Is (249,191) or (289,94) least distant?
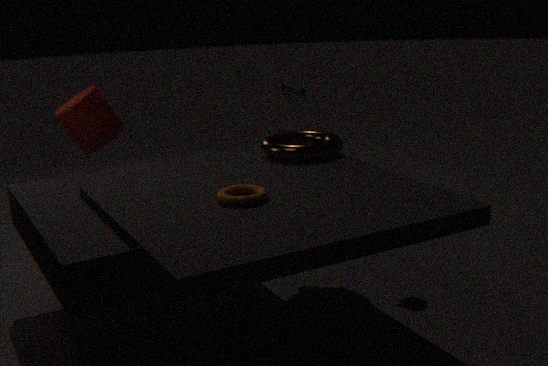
(249,191)
